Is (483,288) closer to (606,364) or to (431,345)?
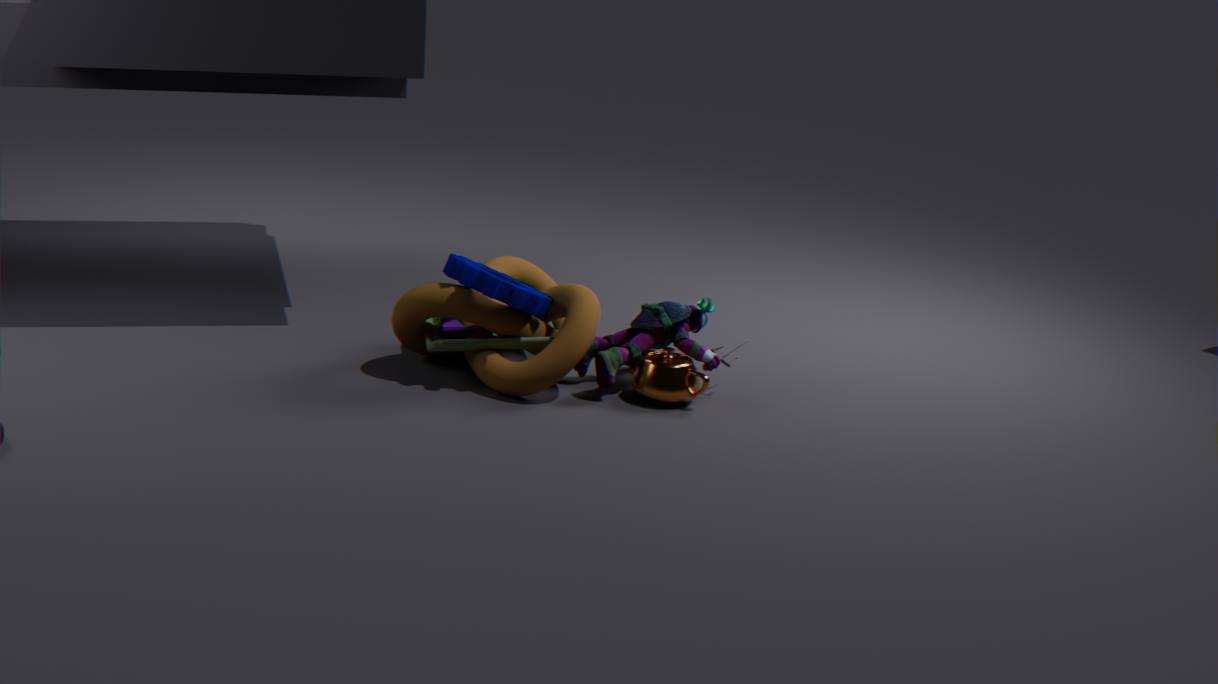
(431,345)
